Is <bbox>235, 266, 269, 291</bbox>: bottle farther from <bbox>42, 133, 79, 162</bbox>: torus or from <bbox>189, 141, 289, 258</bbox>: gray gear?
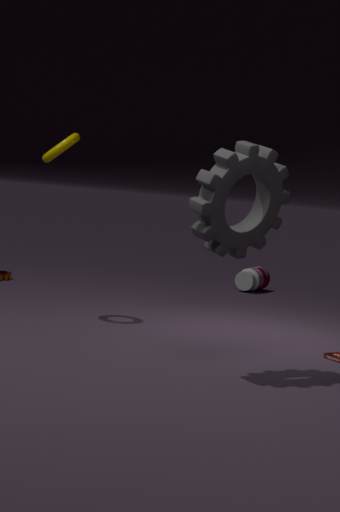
<bbox>189, 141, 289, 258</bbox>: gray gear
